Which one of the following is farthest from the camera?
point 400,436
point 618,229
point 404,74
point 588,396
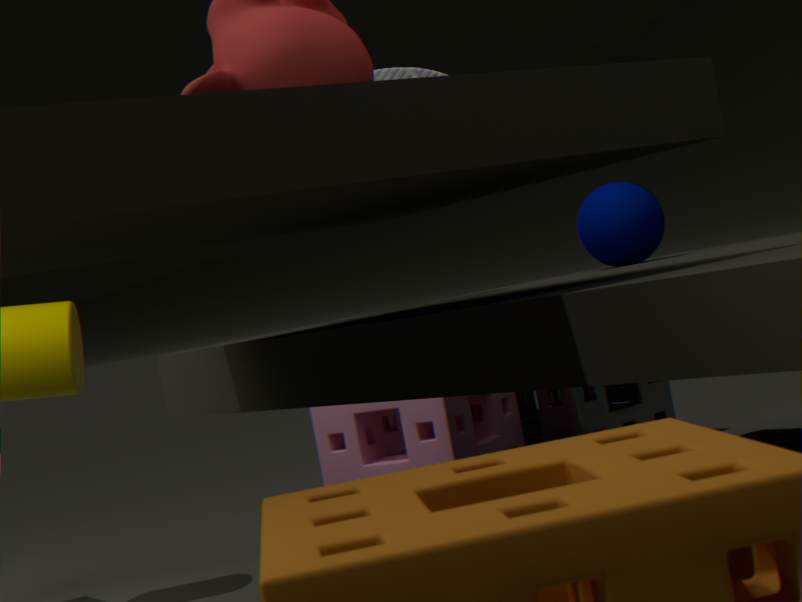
point 400,436
